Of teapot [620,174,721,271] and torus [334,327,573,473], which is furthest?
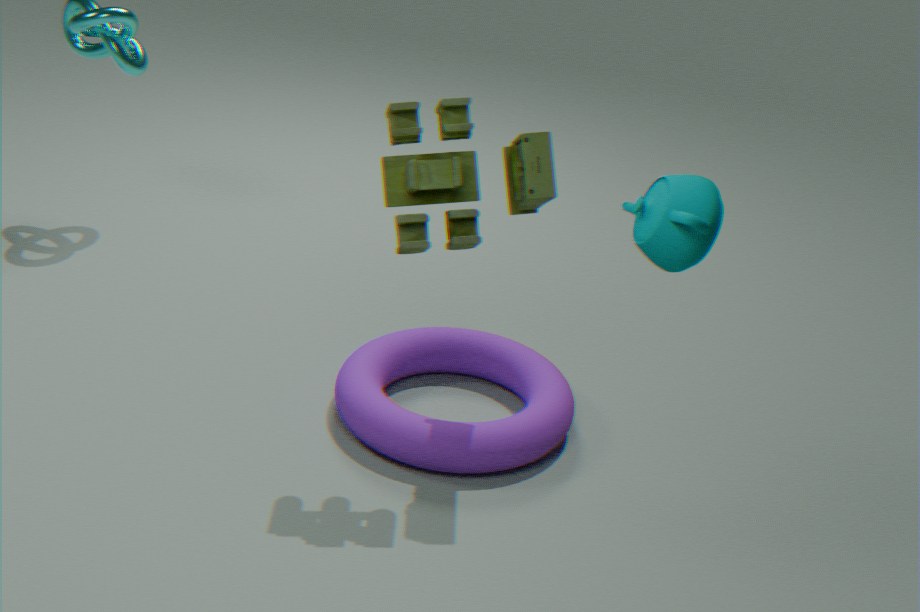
torus [334,327,573,473]
